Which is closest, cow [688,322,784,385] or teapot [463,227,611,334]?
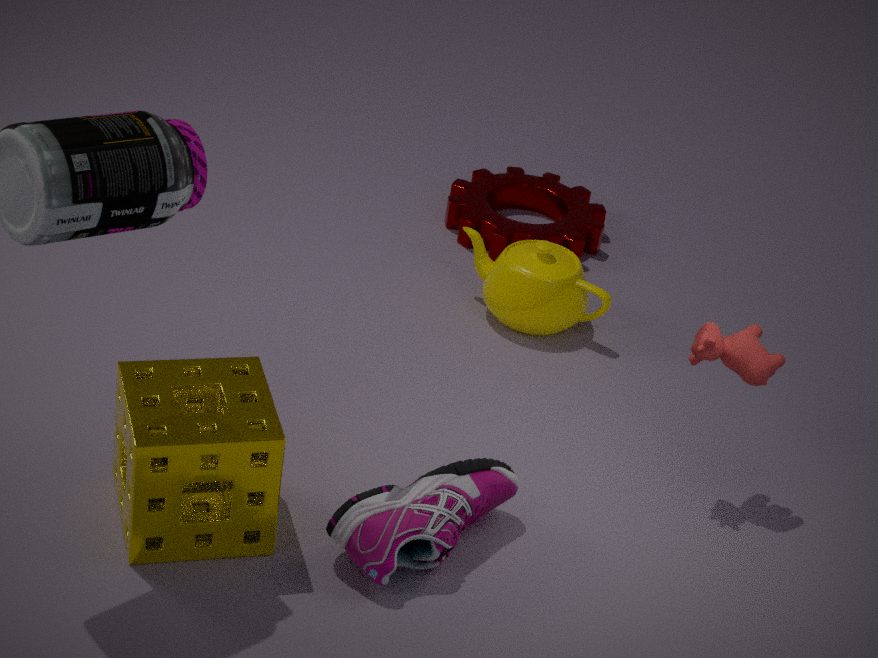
cow [688,322,784,385]
